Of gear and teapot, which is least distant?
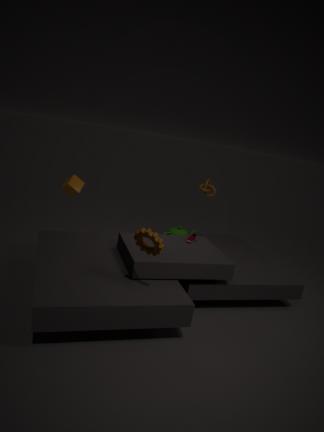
gear
